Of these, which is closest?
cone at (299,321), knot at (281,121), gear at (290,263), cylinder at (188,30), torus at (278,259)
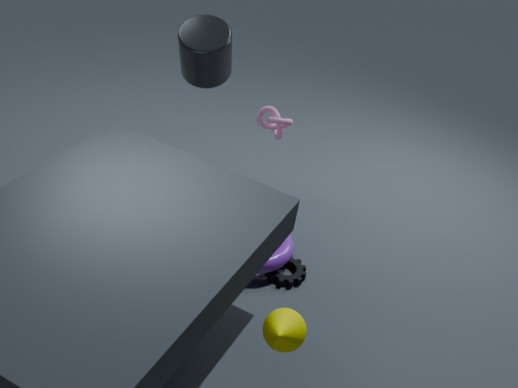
cone at (299,321)
